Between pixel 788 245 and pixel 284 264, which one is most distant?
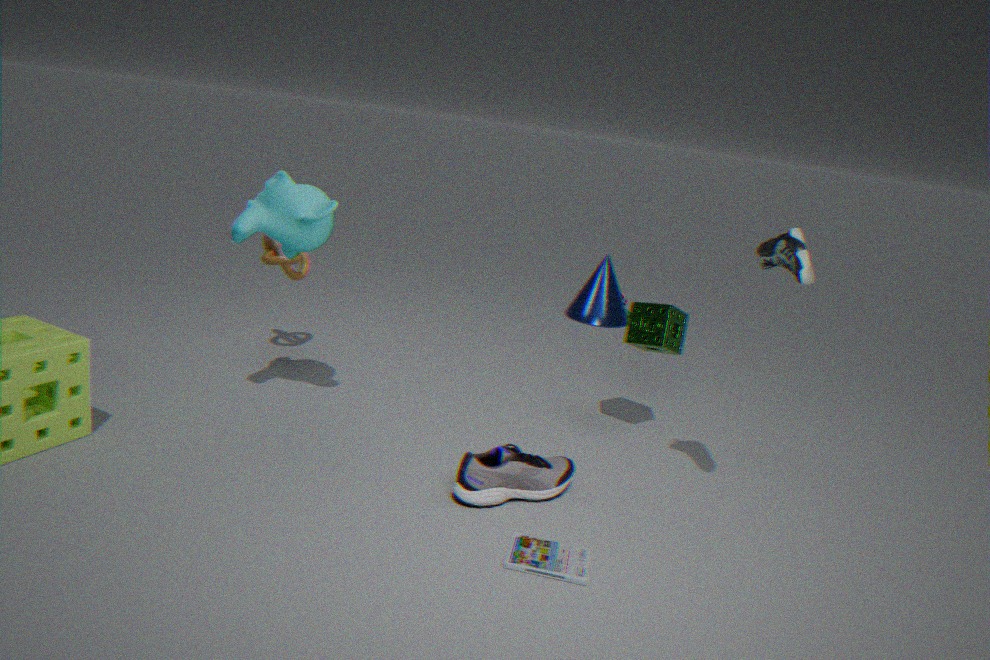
pixel 284 264
